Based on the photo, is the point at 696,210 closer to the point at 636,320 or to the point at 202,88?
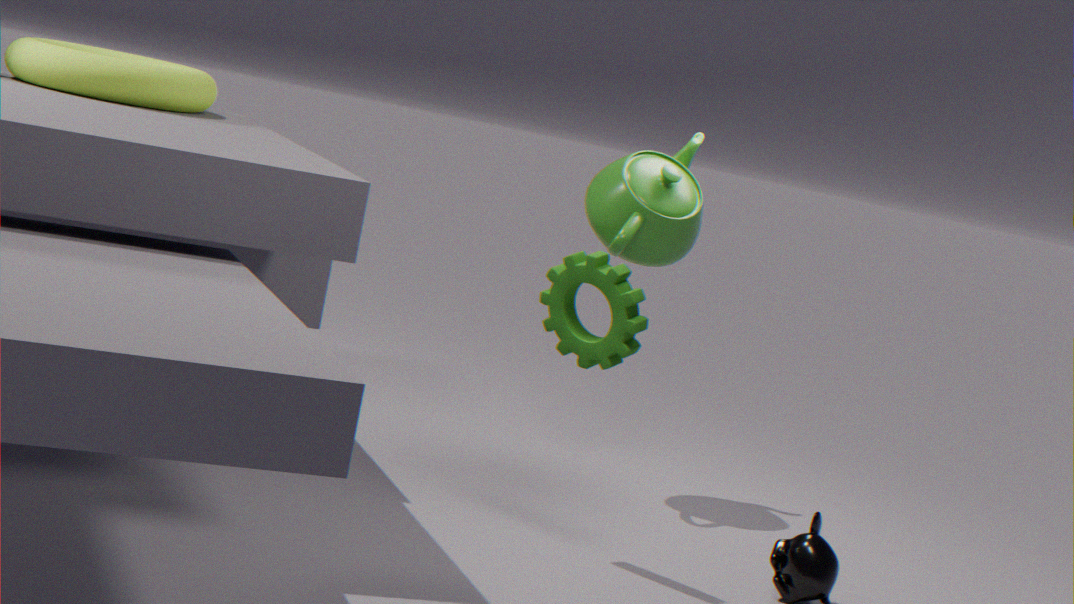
the point at 636,320
